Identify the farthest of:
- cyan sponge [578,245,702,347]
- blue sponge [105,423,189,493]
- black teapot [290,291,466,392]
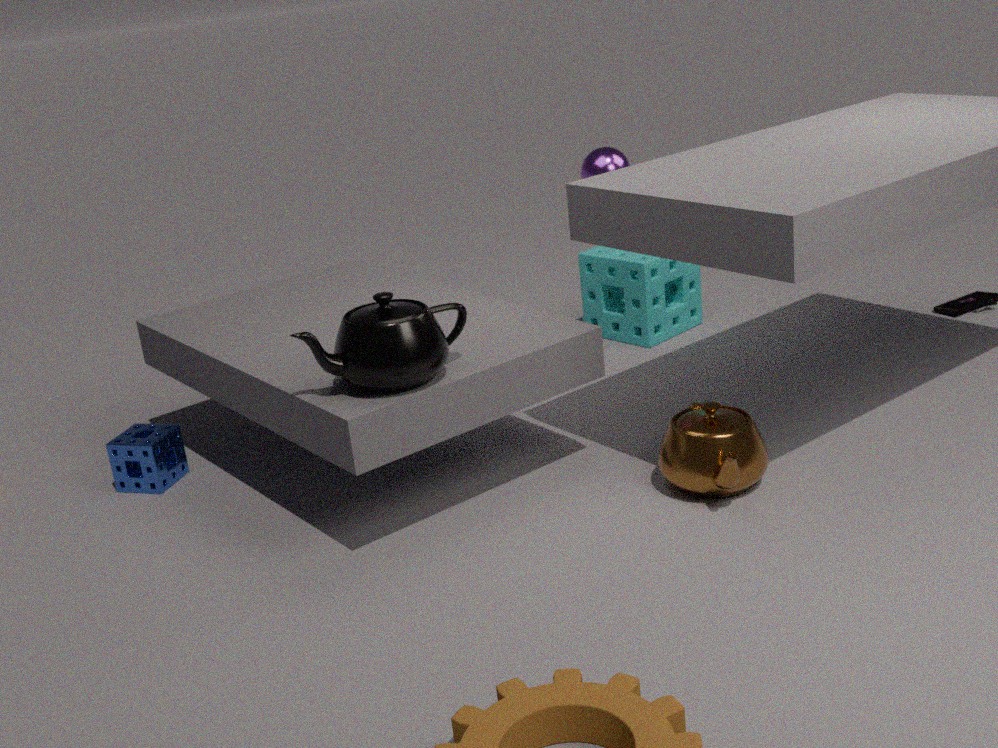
cyan sponge [578,245,702,347]
